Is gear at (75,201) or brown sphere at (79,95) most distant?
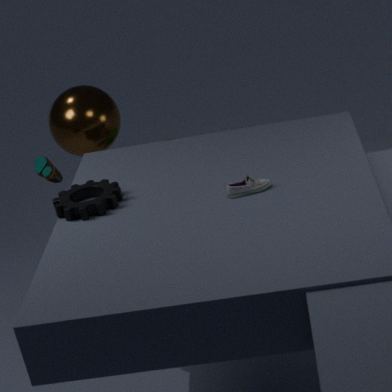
brown sphere at (79,95)
